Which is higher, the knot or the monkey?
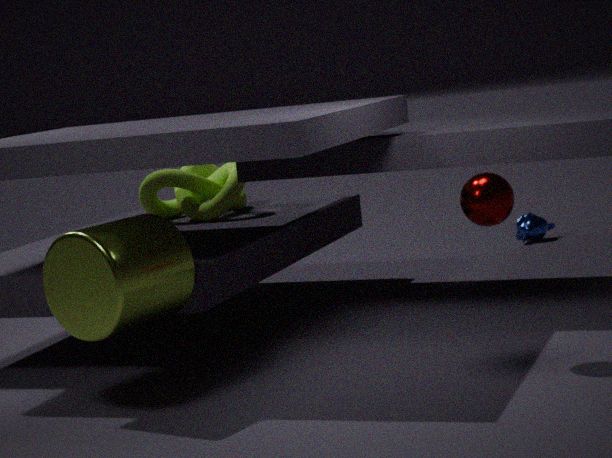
the knot
